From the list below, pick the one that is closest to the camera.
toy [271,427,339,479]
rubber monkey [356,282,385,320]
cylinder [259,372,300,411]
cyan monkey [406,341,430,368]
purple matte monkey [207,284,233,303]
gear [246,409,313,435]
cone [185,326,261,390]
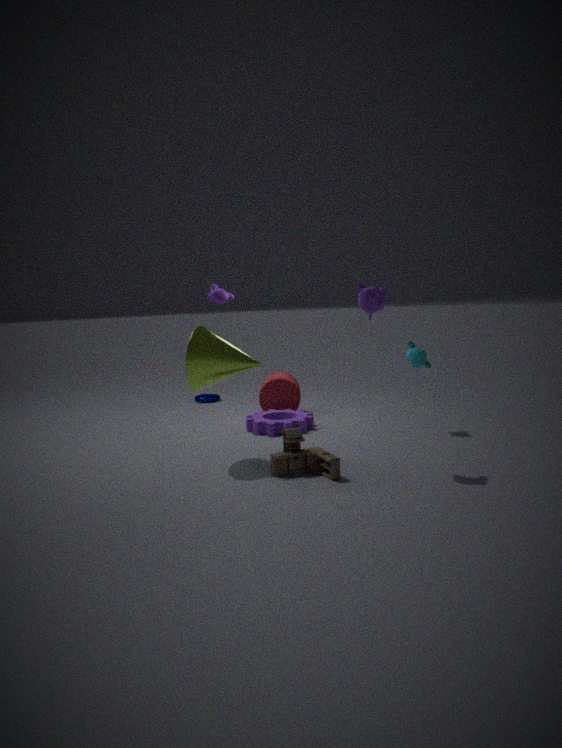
toy [271,427,339,479]
